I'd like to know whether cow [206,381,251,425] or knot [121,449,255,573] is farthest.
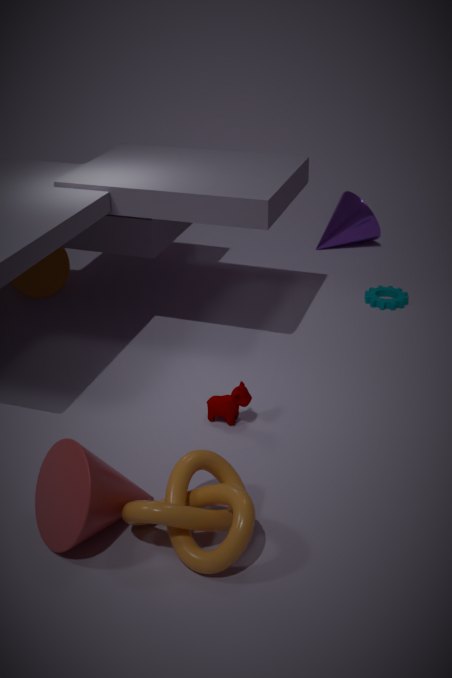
cow [206,381,251,425]
